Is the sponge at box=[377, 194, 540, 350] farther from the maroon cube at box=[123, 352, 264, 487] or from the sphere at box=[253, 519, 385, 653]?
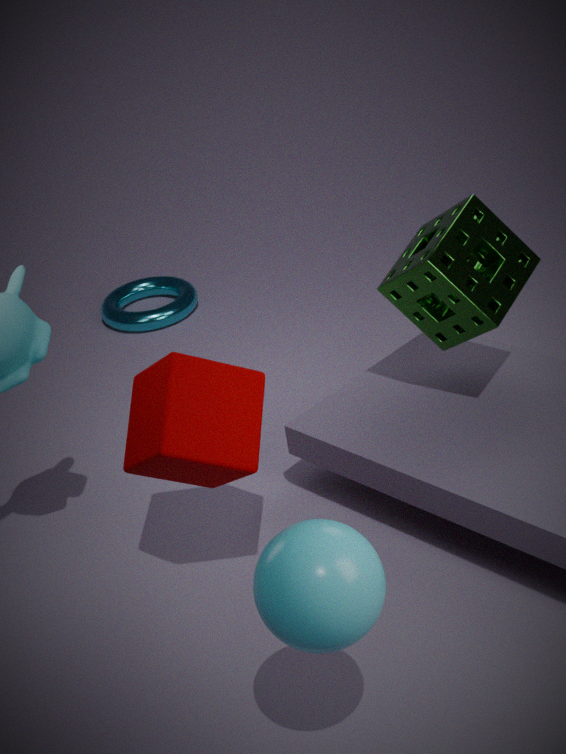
the sphere at box=[253, 519, 385, 653]
